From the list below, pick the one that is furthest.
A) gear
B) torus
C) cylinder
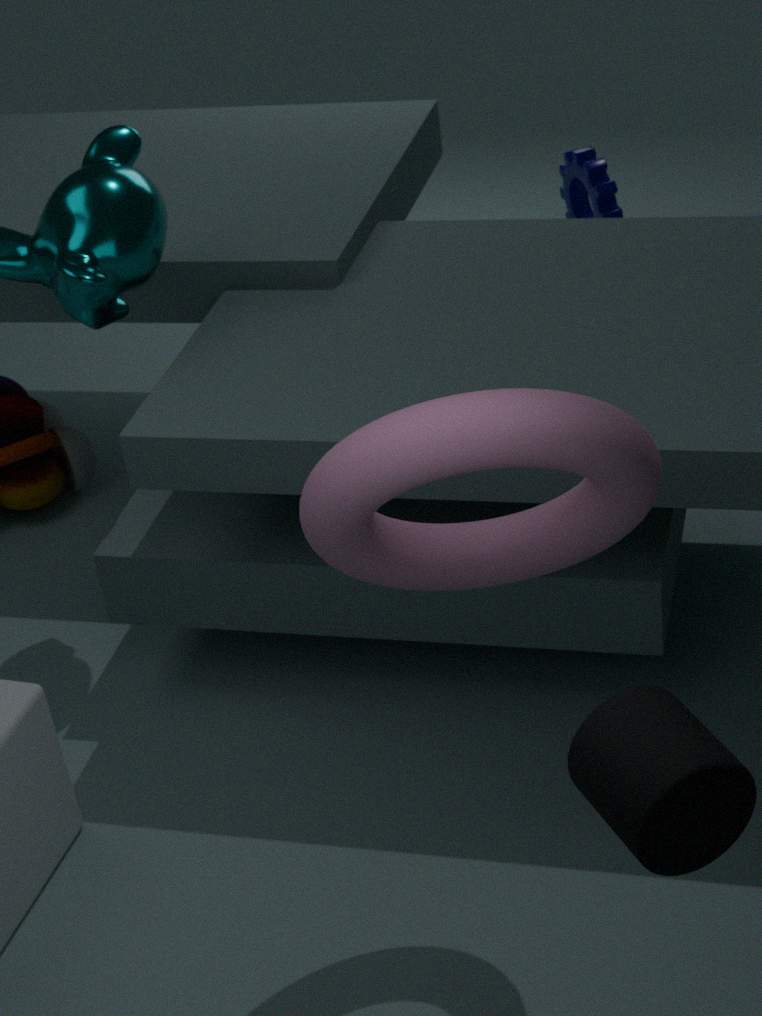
gear
